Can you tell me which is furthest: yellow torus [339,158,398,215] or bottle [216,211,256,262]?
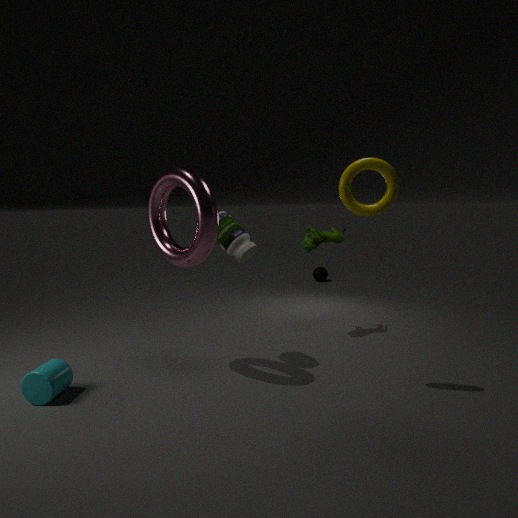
bottle [216,211,256,262]
